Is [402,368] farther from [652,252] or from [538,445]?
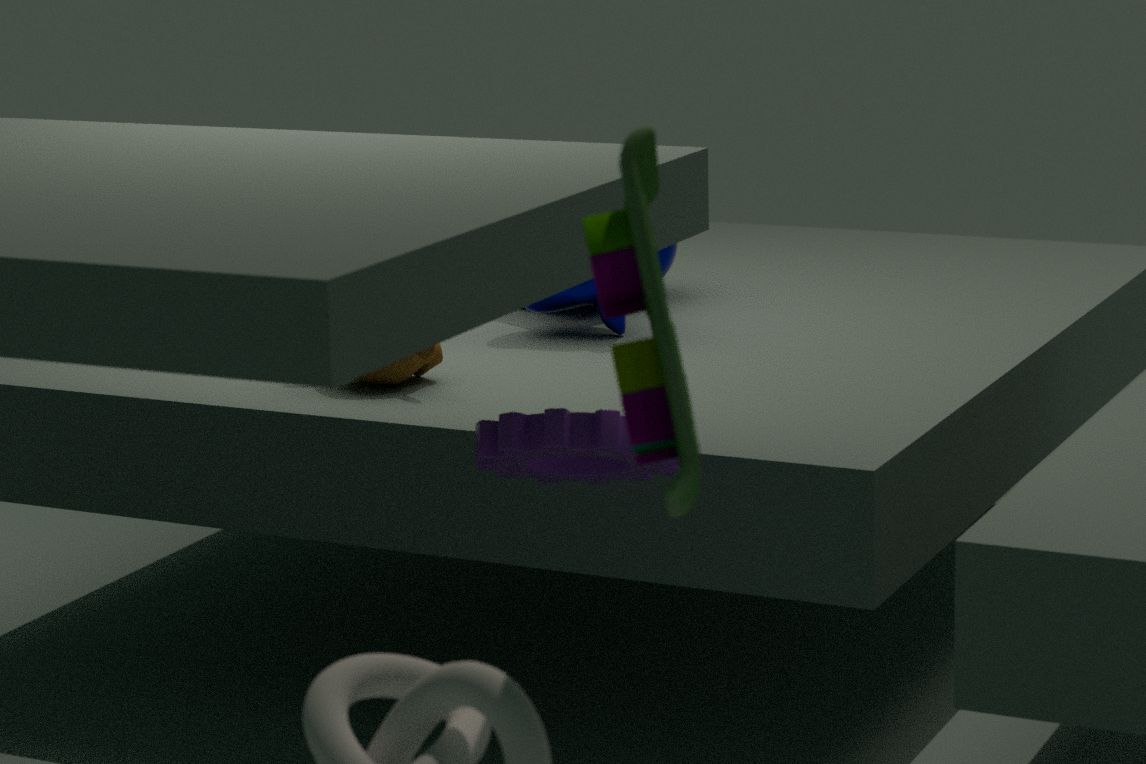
[652,252]
